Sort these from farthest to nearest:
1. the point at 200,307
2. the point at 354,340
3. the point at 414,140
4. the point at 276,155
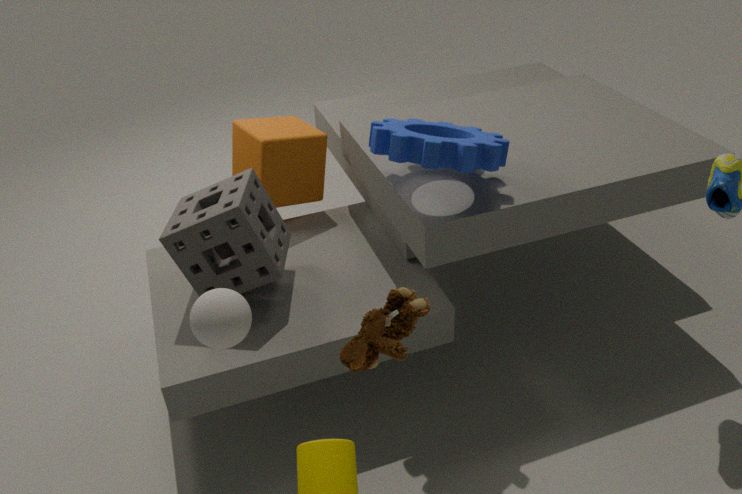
the point at 276,155
the point at 414,140
the point at 200,307
the point at 354,340
